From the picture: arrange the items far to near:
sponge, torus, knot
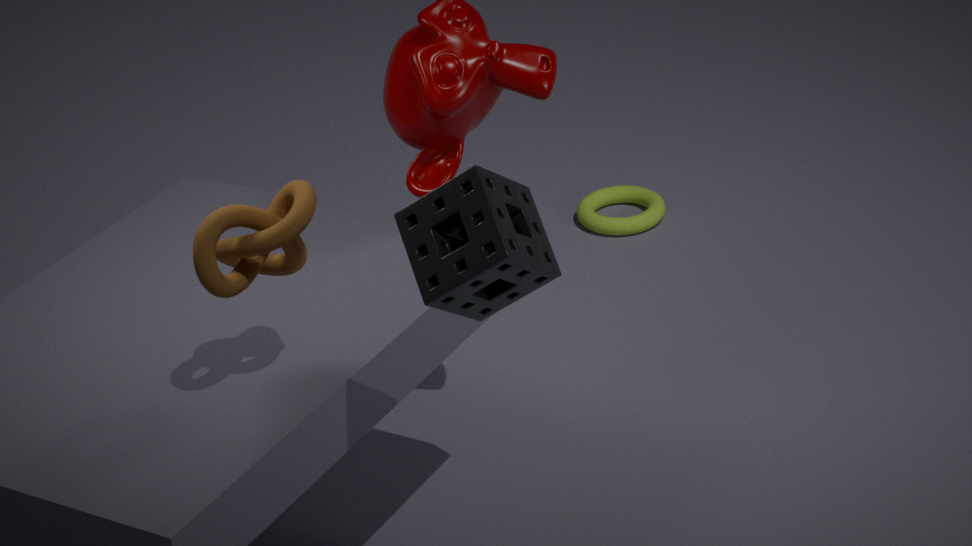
1. torus
2. knot
3. sponge
